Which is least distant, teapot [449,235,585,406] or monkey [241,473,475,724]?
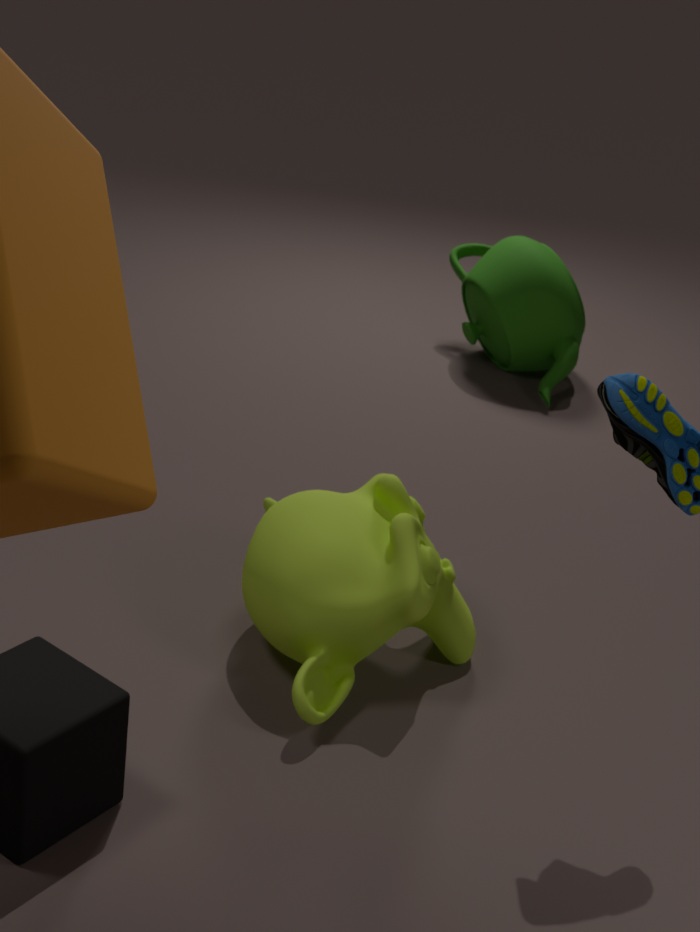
monkey [241,473,475,724]
